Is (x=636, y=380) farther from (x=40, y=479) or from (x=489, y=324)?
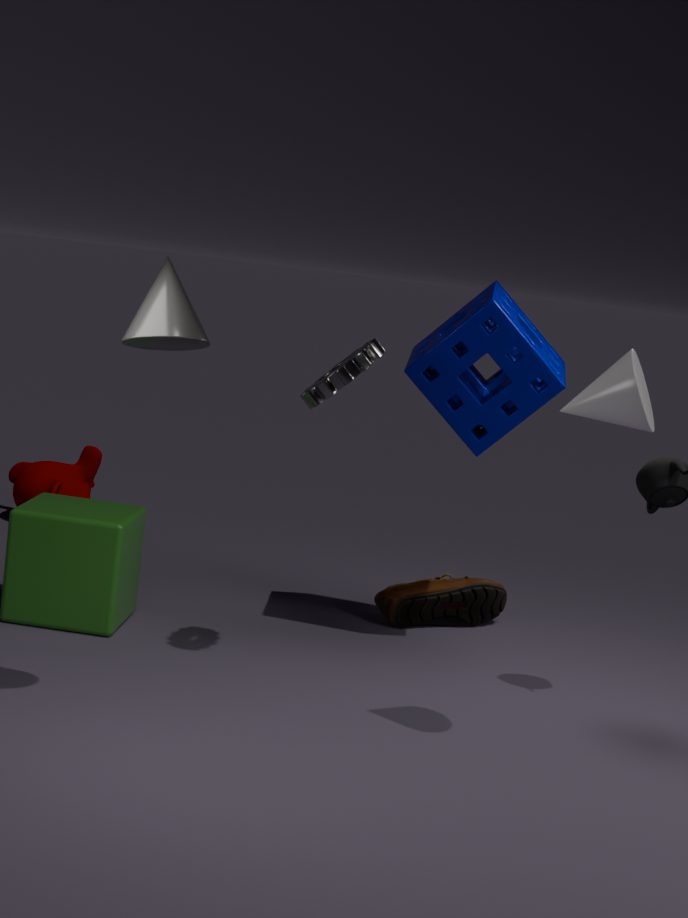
(x=40, y=479)
